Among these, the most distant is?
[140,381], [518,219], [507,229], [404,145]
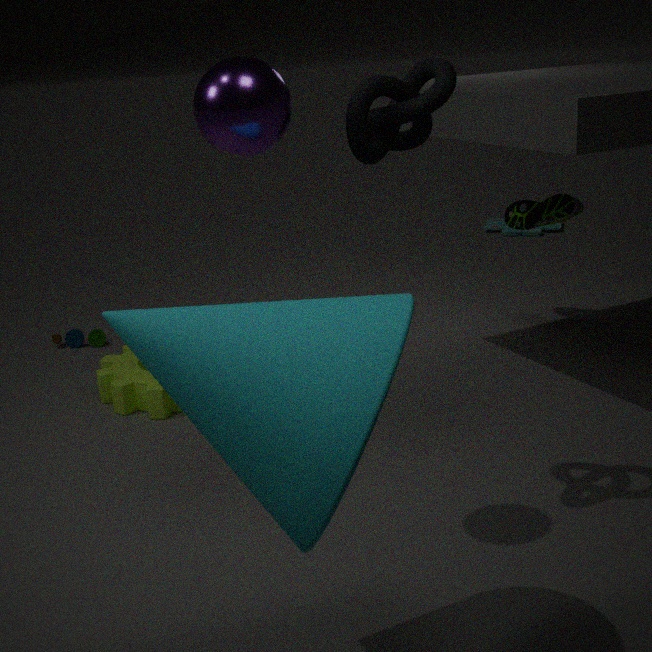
[507,229]
